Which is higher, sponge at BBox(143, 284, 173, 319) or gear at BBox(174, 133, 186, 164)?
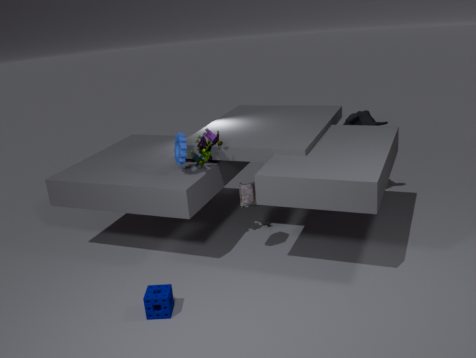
gear at BBox(174, 133, 186, 164)
